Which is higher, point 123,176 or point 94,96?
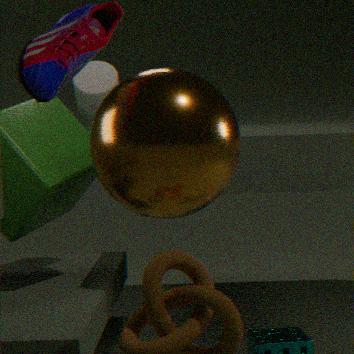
point 94,96
